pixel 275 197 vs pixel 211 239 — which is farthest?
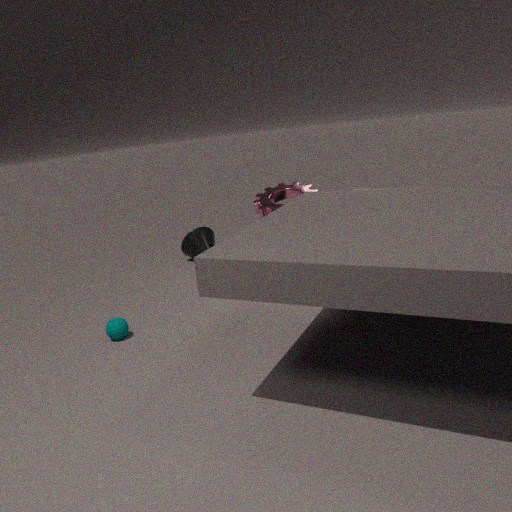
pixel 211 239
